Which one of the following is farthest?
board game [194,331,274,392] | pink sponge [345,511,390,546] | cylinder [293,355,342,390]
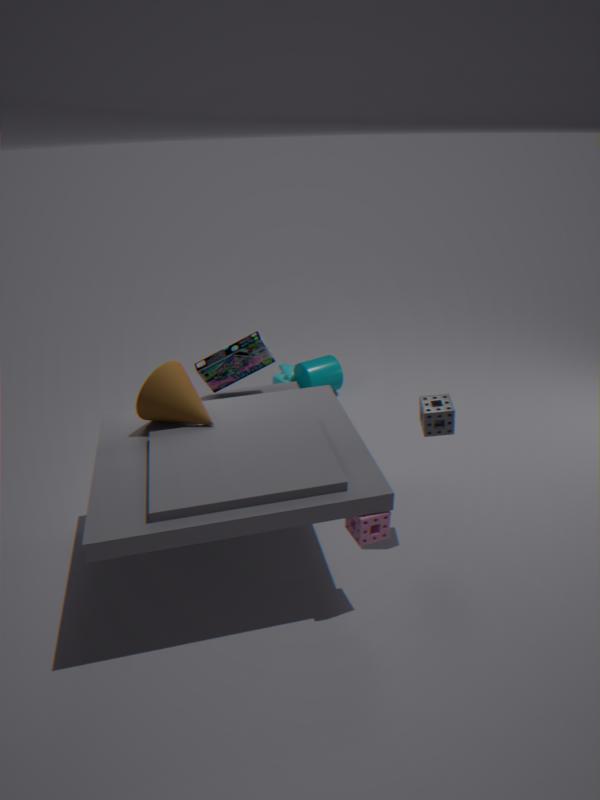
cylinder [293,355,342,390]
